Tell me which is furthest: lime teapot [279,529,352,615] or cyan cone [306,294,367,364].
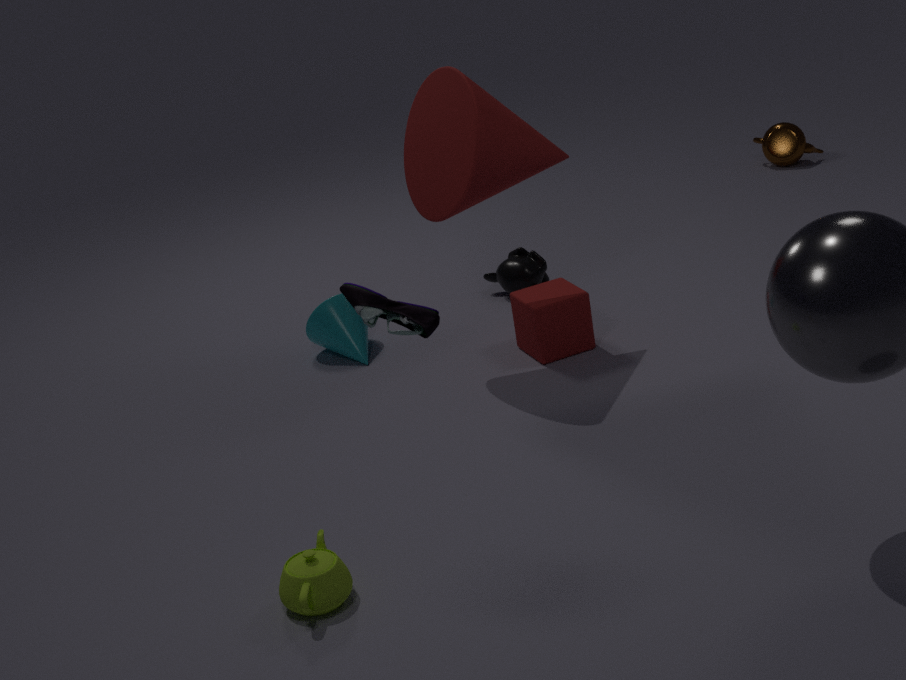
cyan cone [306,294,367,364]
